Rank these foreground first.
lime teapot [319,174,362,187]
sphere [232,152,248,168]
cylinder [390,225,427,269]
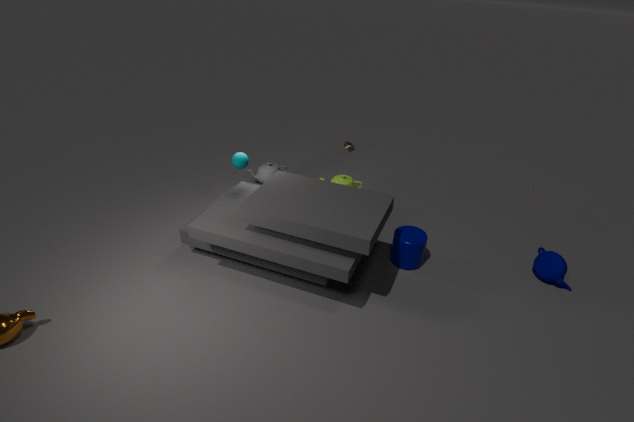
cylinder [390,225,427,269], sphere [232,152,248,168], lime teapot [319,174,362,187]
